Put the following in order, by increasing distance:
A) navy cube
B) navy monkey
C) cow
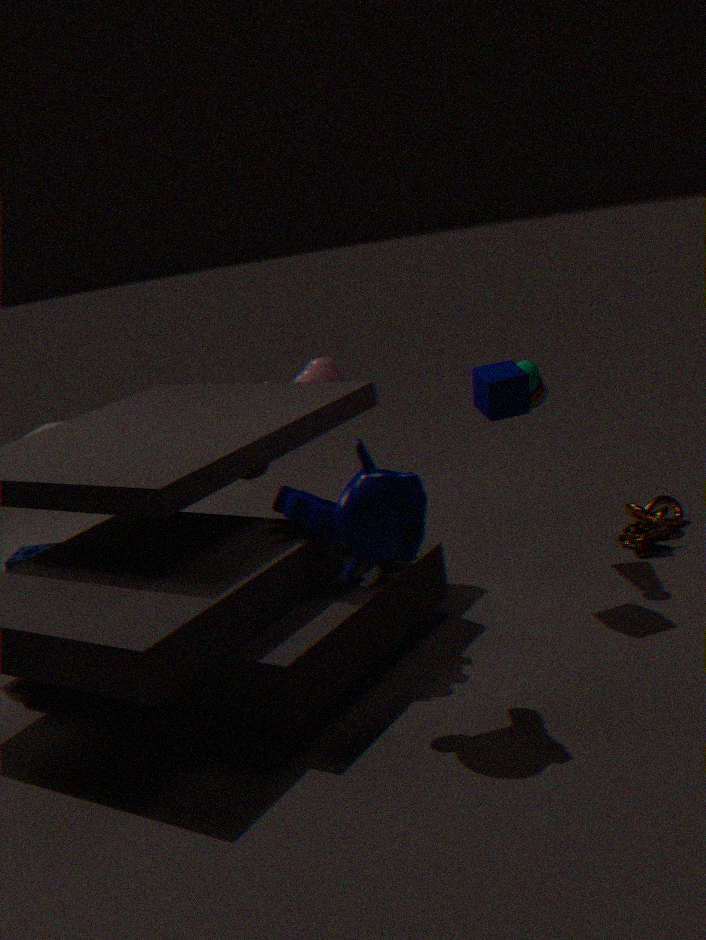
navy monkey < navy cube < cow
